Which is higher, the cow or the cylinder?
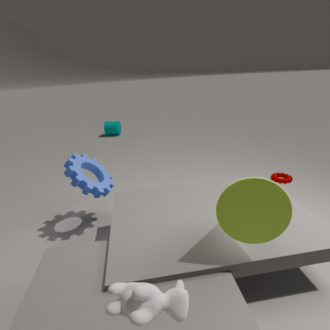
the cow
